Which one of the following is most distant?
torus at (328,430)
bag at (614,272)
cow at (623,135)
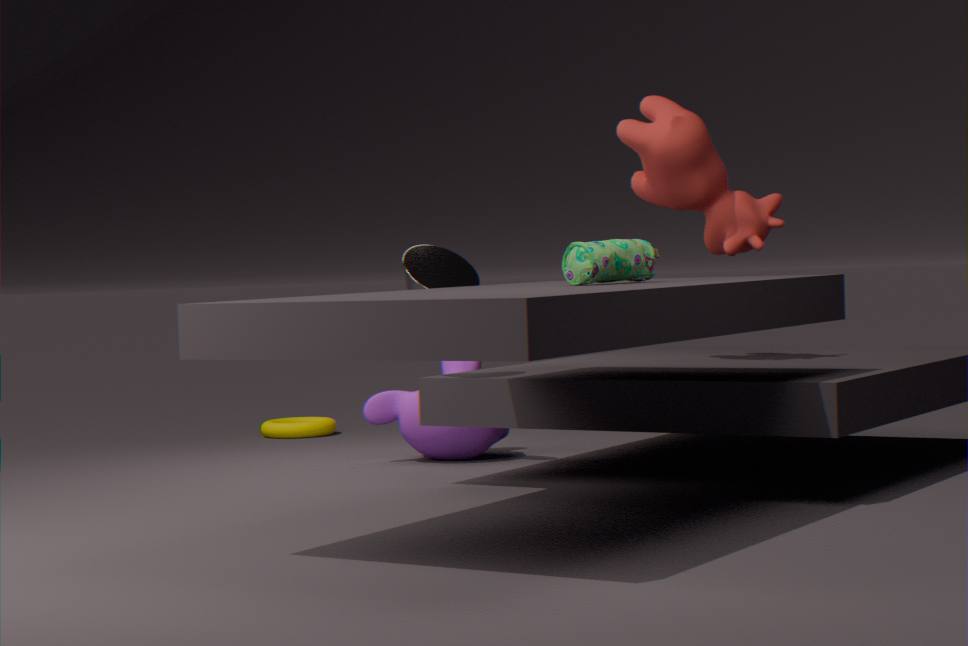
torus at (328,430)
